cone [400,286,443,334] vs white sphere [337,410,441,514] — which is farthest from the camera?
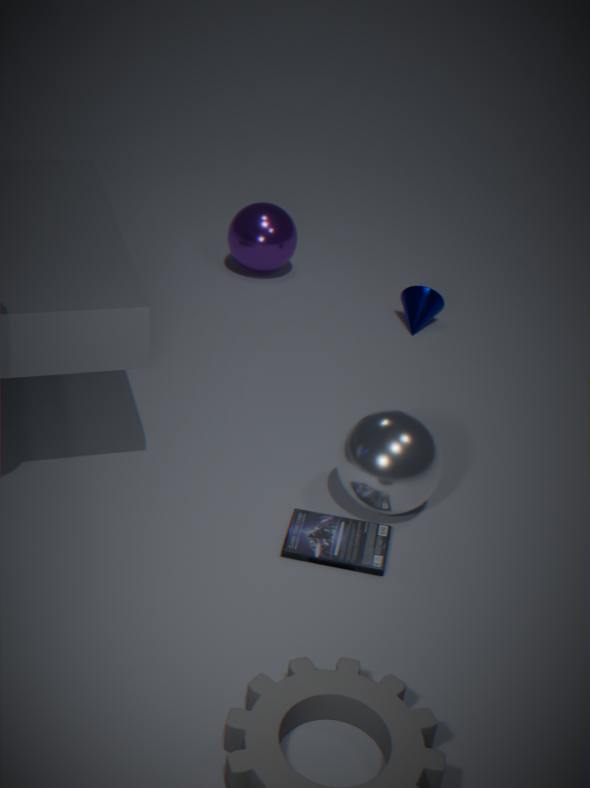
cone [400,286,443,334]
